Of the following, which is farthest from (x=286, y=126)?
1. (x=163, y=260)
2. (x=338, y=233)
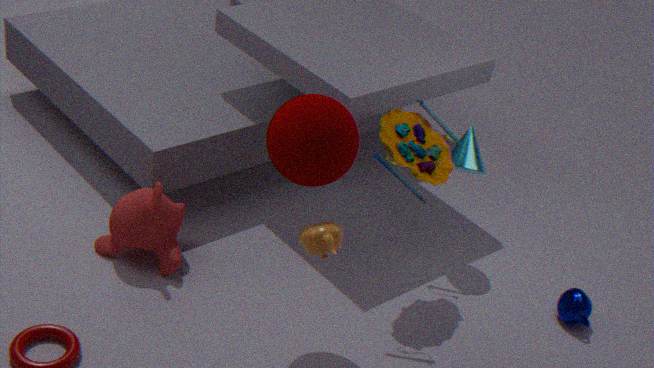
(x=163, y=260)
